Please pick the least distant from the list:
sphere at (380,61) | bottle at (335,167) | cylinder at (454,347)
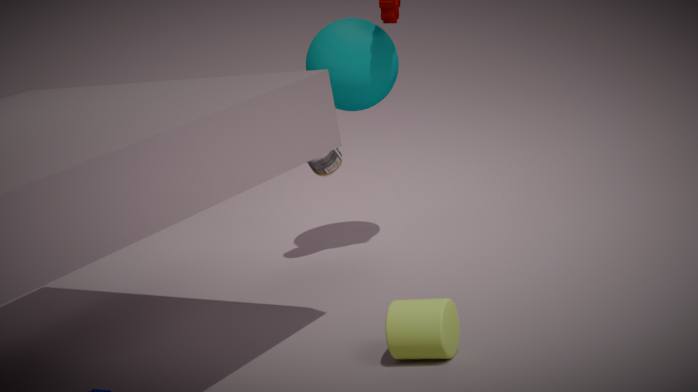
cylinder at (454,347)
